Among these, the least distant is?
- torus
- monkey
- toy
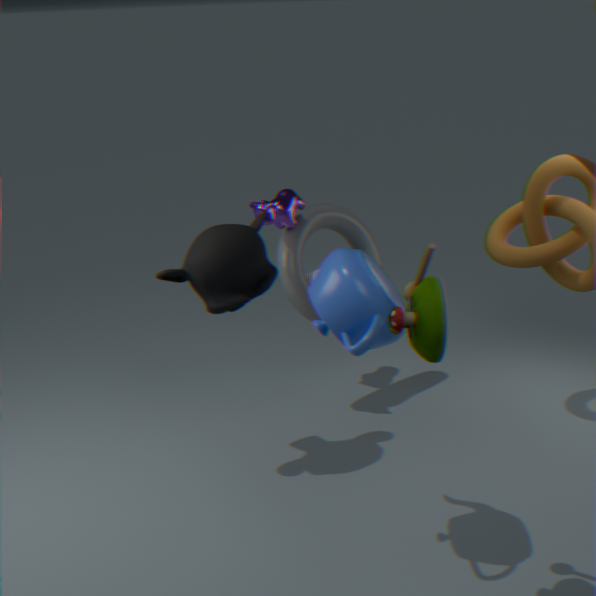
toy
